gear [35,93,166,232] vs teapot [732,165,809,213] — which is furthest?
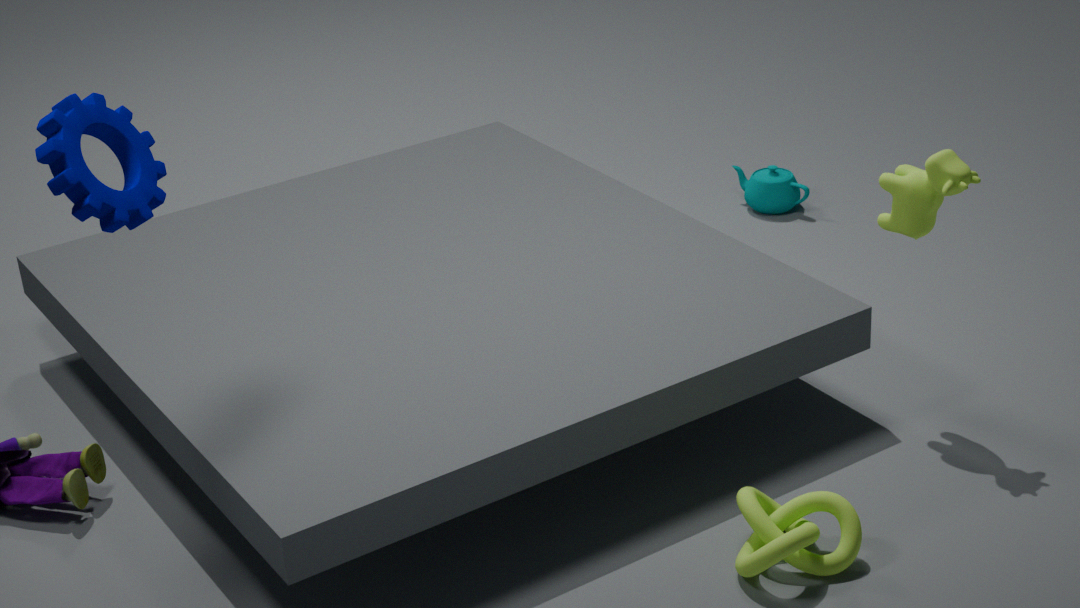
teapot [732,165,809,213]
